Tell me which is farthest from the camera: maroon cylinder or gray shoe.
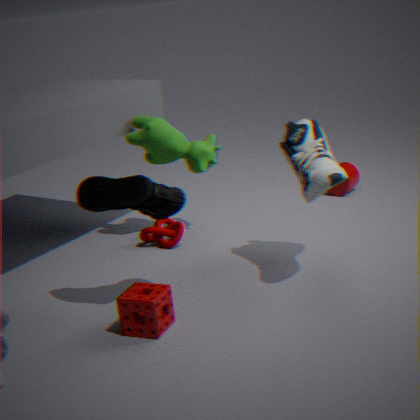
maroon cylinder
